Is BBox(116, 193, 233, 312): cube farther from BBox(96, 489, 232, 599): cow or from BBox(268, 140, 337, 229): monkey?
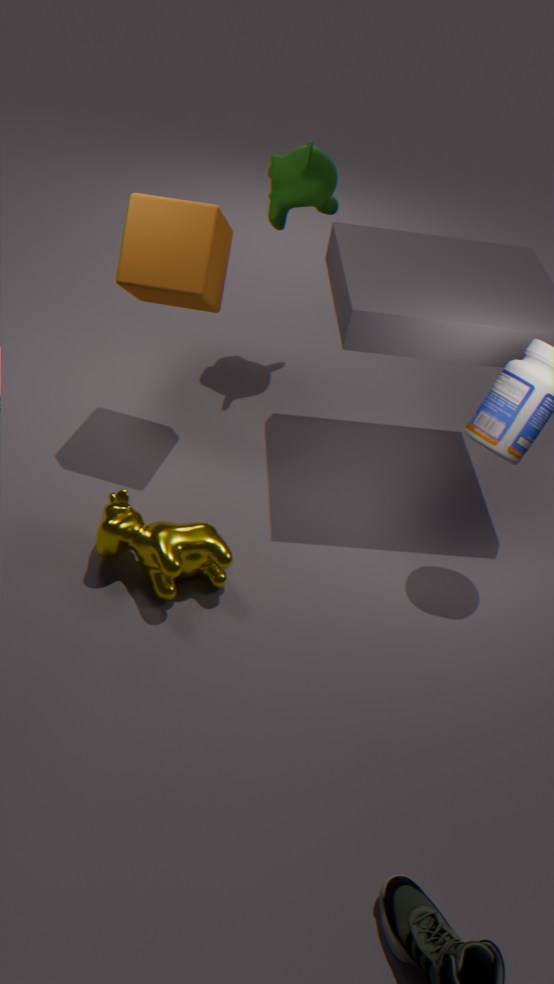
BBox(96, 489, 232, 599): cow
